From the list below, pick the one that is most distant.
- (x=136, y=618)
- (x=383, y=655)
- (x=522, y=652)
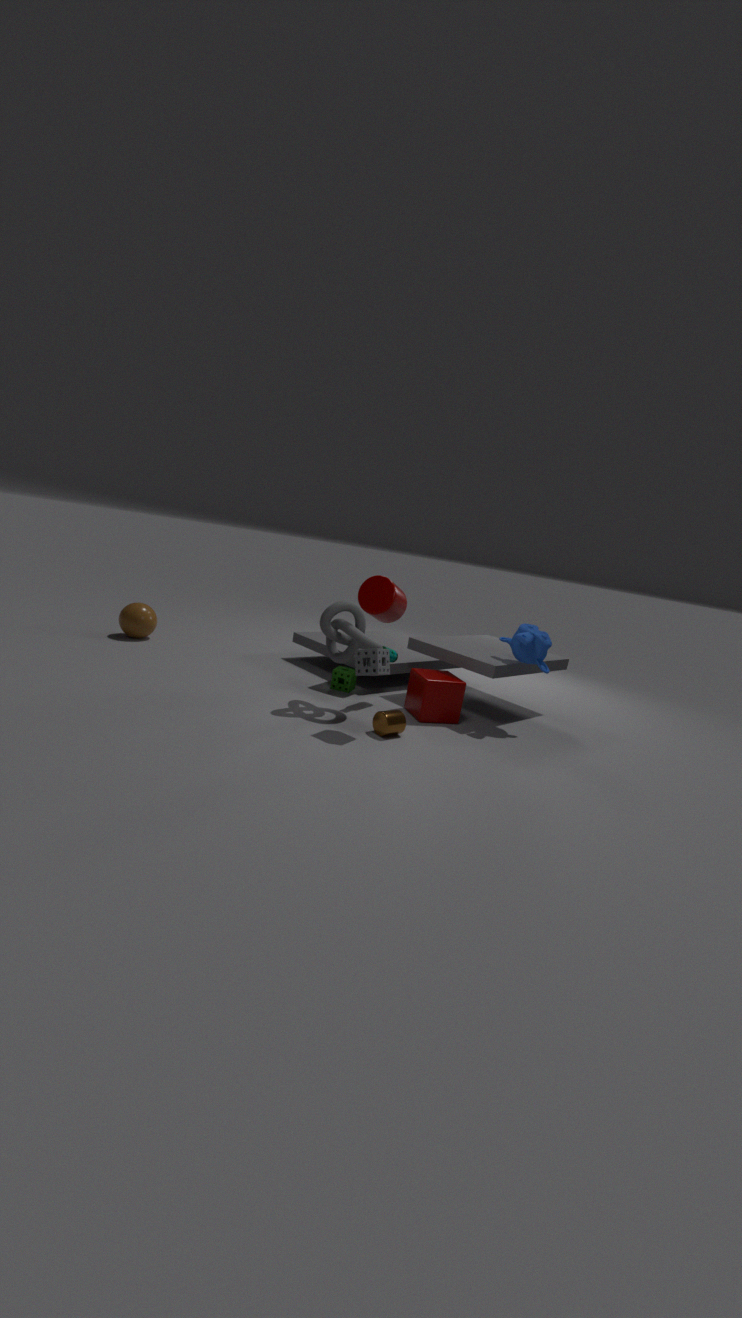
(x=136, y=618)
